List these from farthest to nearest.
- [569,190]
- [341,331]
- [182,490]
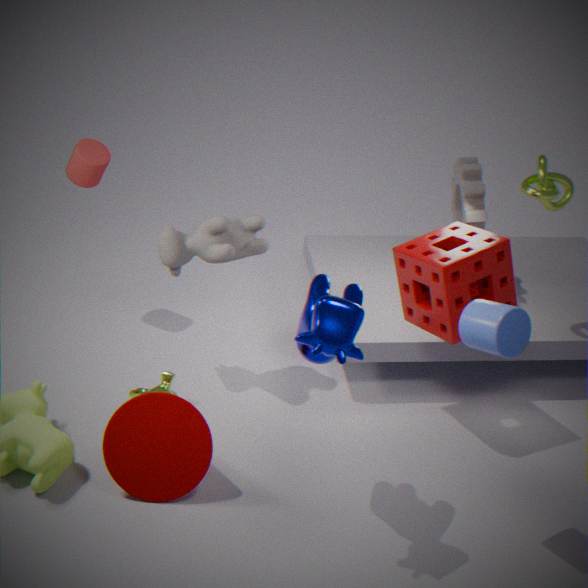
[569,190], [182,490], [341,331]
